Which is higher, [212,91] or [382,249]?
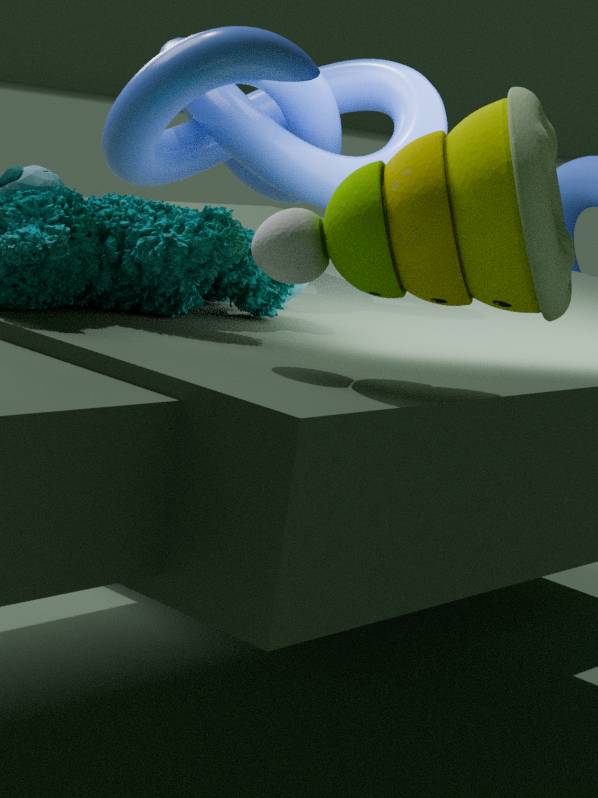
[212,91]
